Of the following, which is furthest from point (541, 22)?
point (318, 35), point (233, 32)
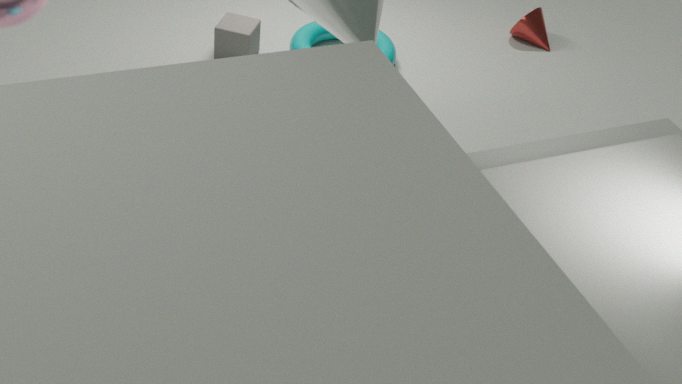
point (233, 32)
